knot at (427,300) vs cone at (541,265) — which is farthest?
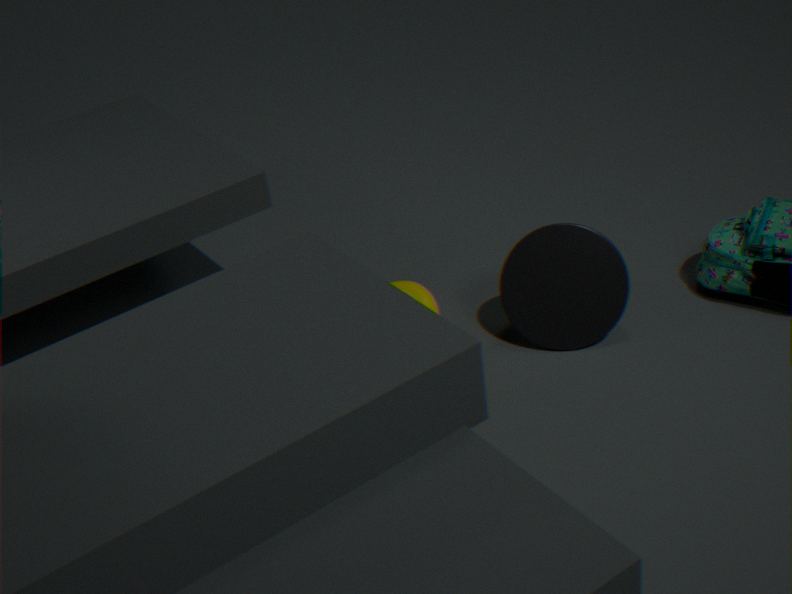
knot at (427,300)
